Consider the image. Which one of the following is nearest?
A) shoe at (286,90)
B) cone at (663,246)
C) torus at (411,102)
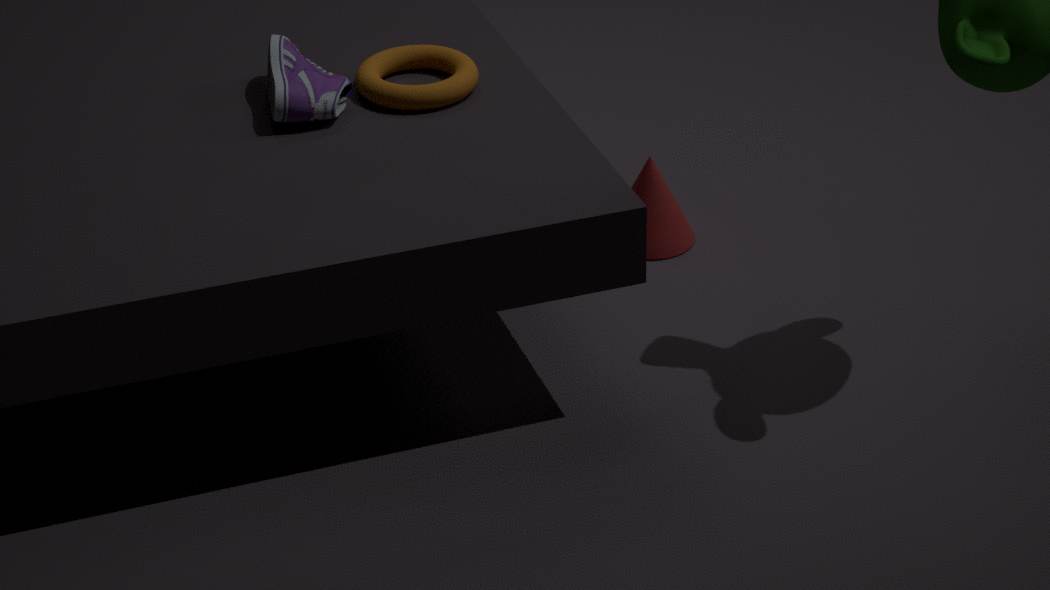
shoe at (286,90)
